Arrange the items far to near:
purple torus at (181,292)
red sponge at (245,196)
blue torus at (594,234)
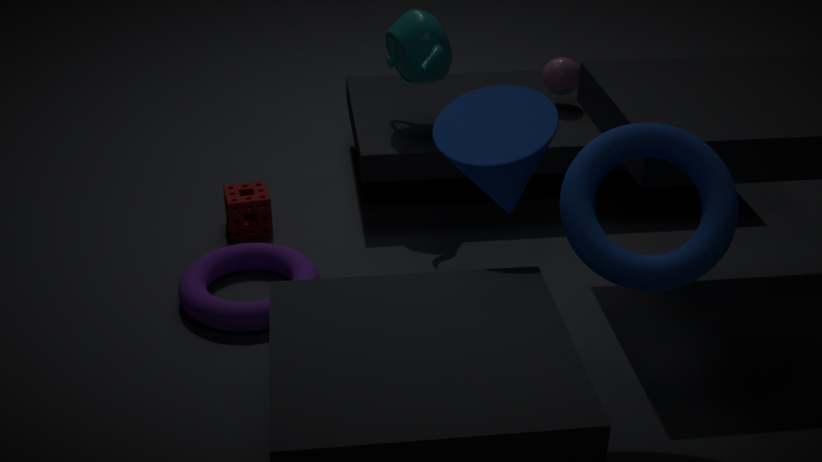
red sponge at (245,196), purple torus at (181,292), blue torus at (594,234)
